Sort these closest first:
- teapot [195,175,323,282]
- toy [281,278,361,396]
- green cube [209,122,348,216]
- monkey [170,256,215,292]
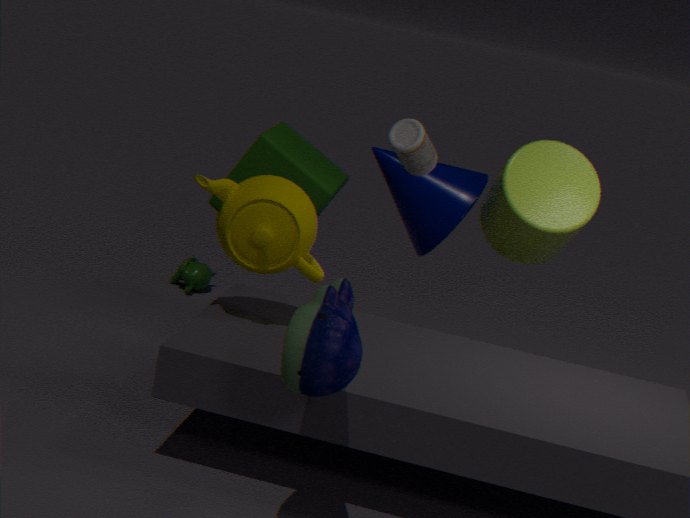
toy [281,278,361,396]
teapot [195,175,323,282]
green cube [209,122,348,216]
monkey [170,256,215,292]
